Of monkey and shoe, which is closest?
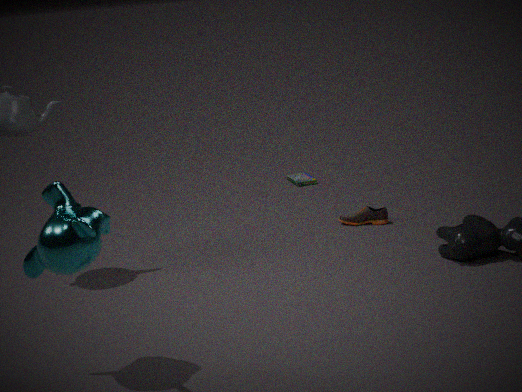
monkey
